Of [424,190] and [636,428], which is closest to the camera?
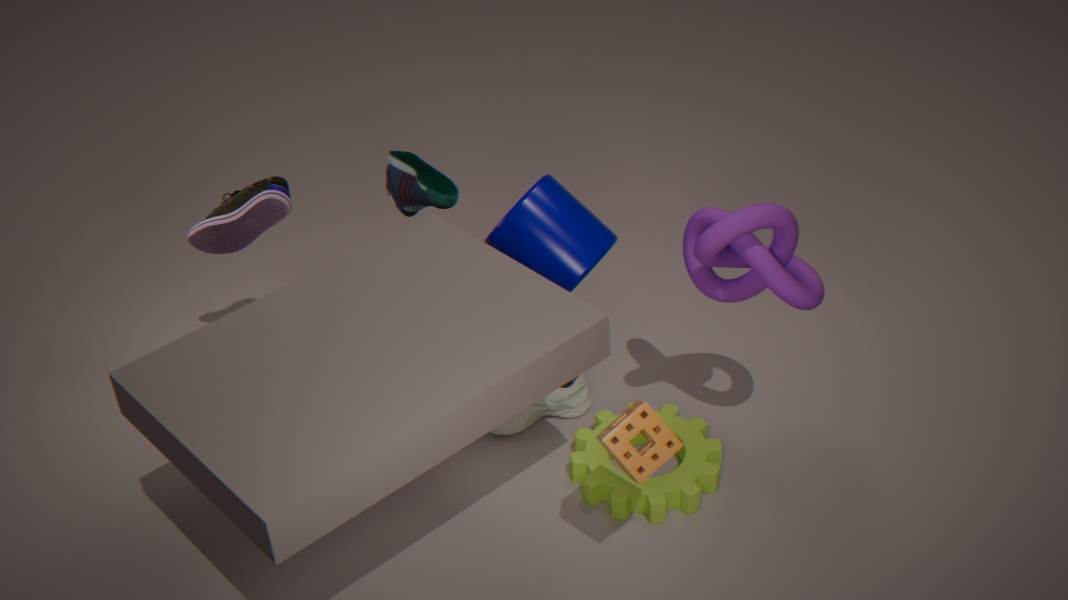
[636,428]
